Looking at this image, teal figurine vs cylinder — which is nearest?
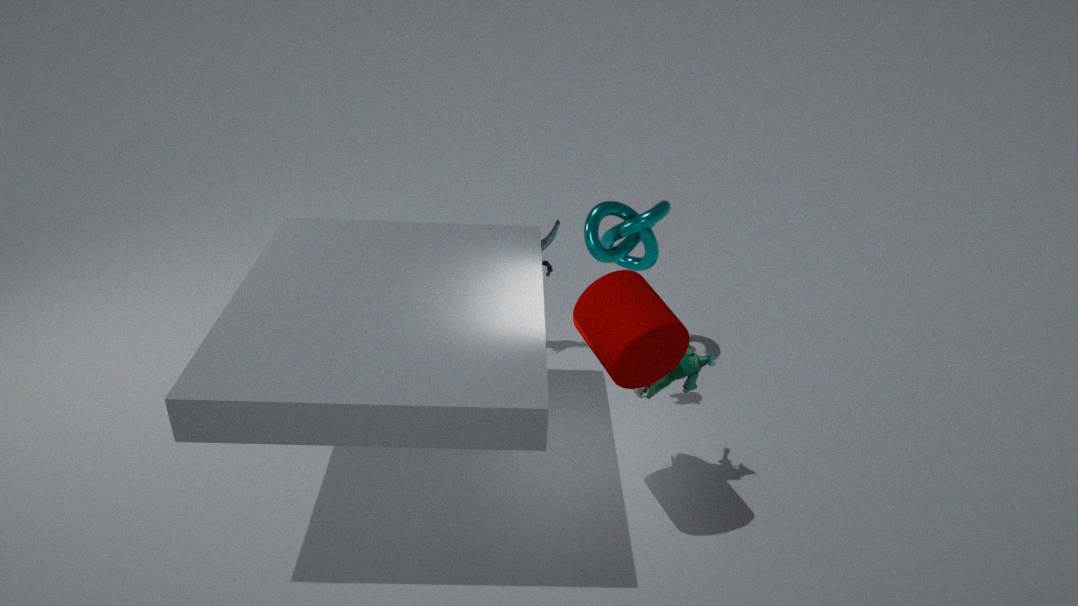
cylinder
